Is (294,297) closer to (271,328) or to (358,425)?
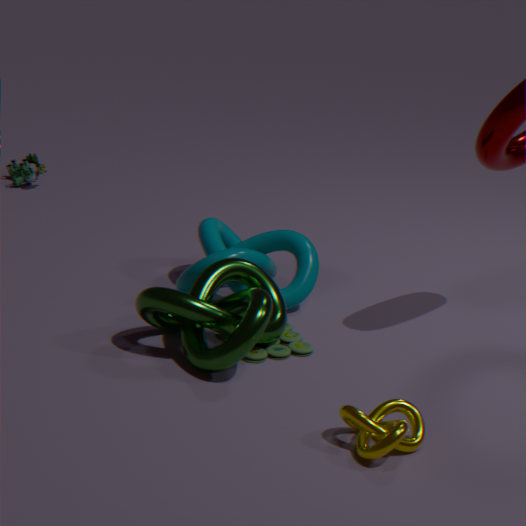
(271,328)
